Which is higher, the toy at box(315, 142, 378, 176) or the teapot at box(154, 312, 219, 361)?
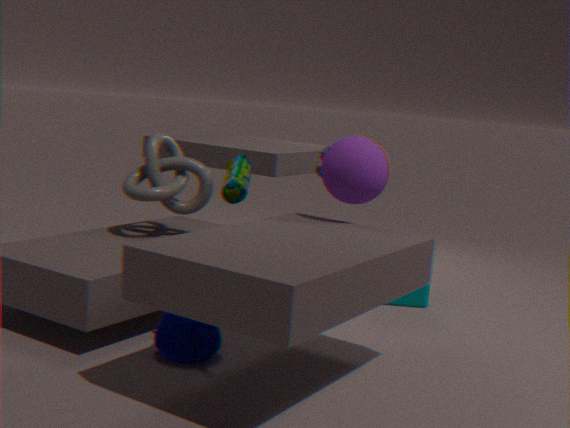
the toy at box(315, 142, 378, 176)
